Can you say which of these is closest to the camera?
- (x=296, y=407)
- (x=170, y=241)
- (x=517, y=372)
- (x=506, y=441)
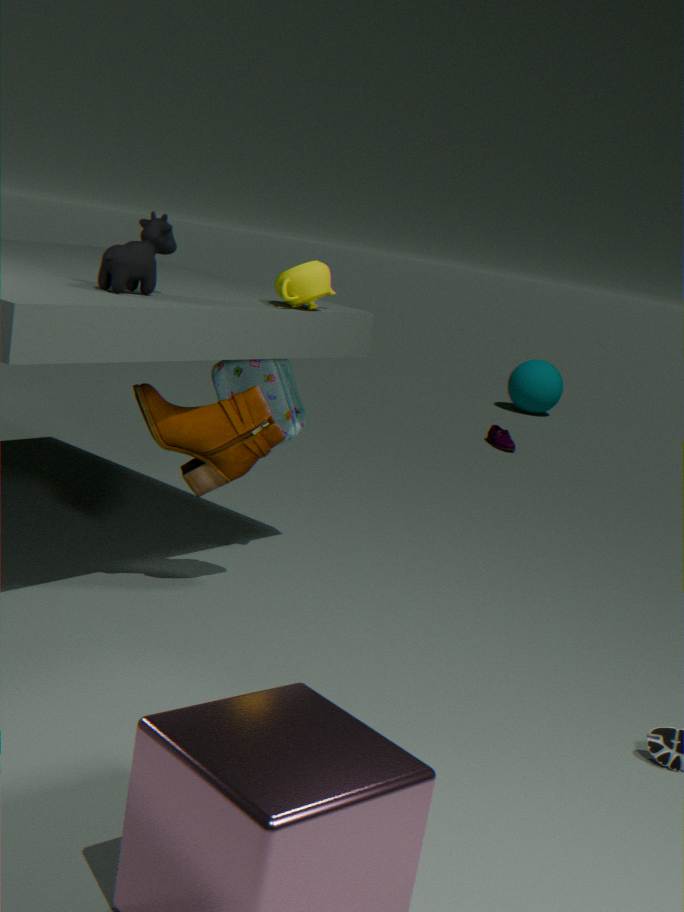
(x=170, y=241)
